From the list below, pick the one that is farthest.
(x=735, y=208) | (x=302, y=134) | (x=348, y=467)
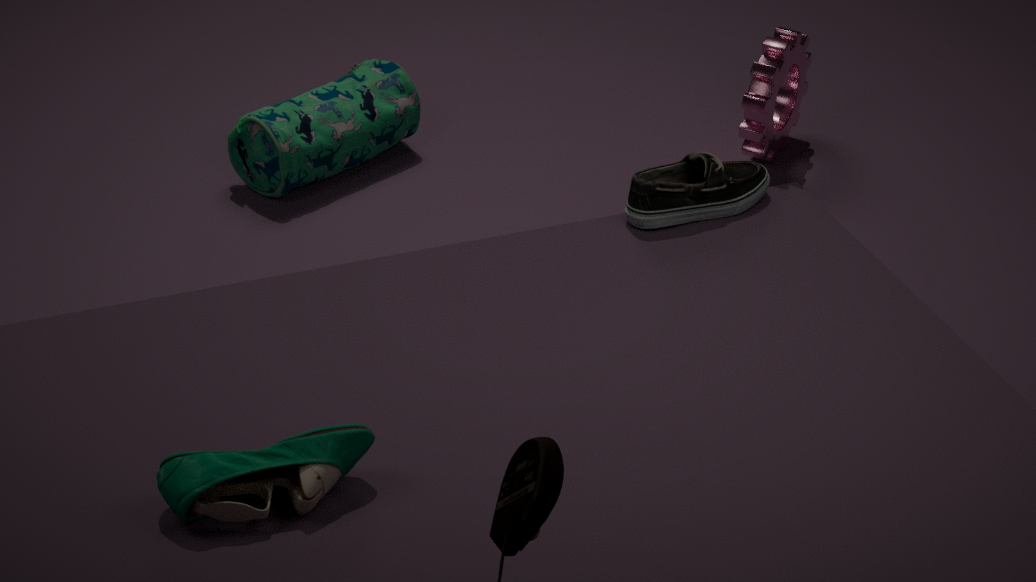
(x=302, y=134)
